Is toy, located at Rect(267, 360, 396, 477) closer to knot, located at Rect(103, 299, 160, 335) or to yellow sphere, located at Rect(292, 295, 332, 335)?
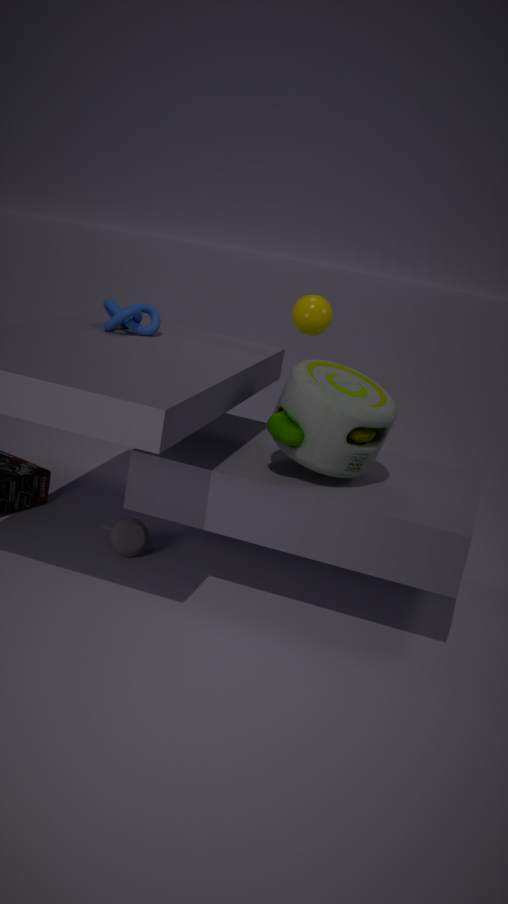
yellow sphere, located at Rect(292, 295, 332, 335)
